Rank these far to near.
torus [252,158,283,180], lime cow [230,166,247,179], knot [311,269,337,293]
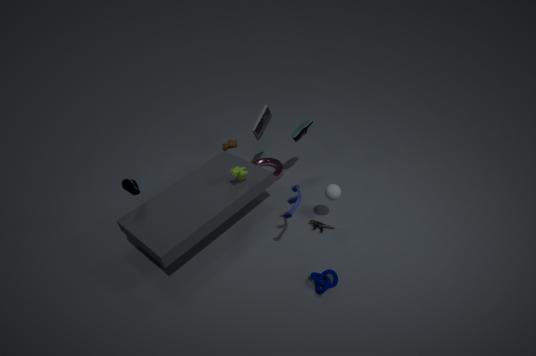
torus [252,158,283,180]
lime cow [230,166,247,179]
knot [311,269,337,293]
